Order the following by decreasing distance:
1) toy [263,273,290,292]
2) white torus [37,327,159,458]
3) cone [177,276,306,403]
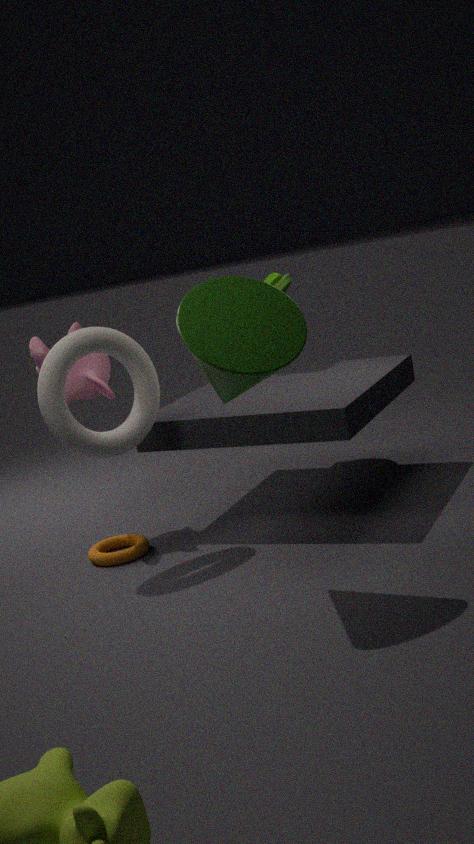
1. toy [263,273,290,292], 2. white torus [37,327,159,458], 3. cone [177,276,306,403]
